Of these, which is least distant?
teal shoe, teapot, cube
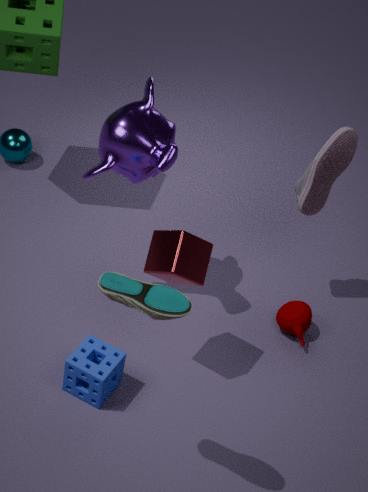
teal shoe
